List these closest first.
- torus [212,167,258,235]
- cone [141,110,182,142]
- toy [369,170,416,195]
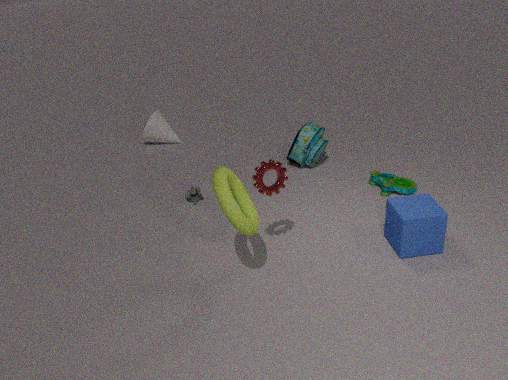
1. torus [212,167,258,235]
2. toy [369,170,416,195]
3. cone [141,110,182,142]
